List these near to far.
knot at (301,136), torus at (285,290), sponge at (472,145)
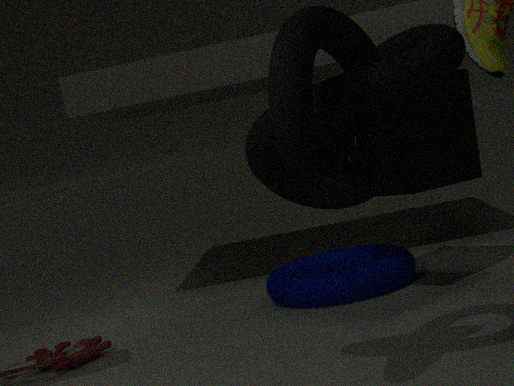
knot at (301,136) → sponge at (472,145) → torus at (285,290)
